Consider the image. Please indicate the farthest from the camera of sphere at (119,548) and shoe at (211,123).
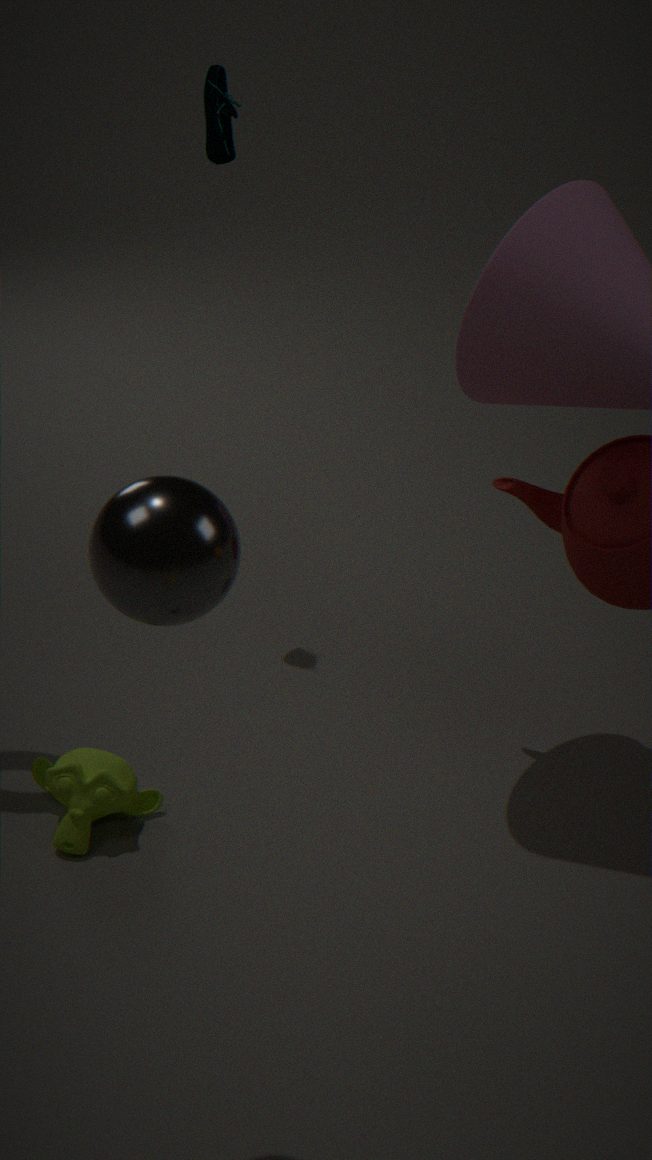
shoe at (211,123)
